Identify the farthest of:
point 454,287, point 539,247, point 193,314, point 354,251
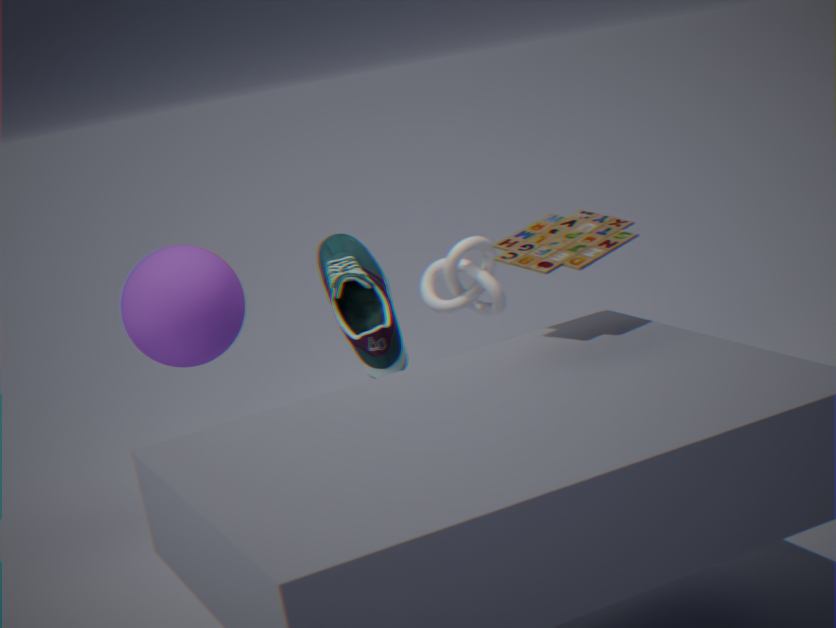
point 454,287
